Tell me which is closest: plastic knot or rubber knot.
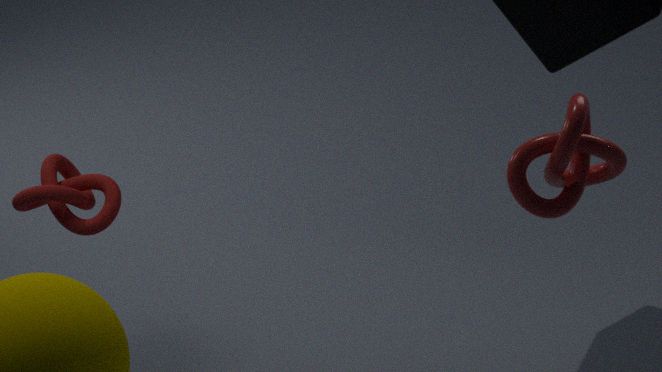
plastic knot
